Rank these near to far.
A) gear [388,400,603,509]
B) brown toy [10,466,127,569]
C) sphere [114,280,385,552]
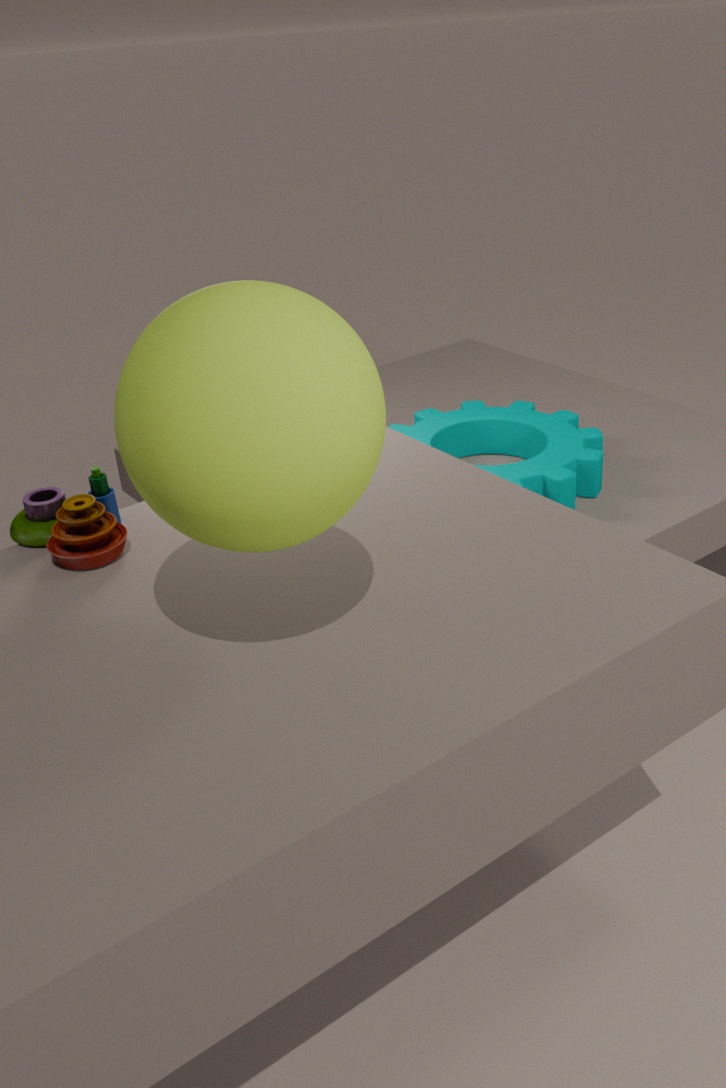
1. sphere [114,280,385,552]
2. brown toy [10,466,127,569]
3. gear [388,400,603,509]
